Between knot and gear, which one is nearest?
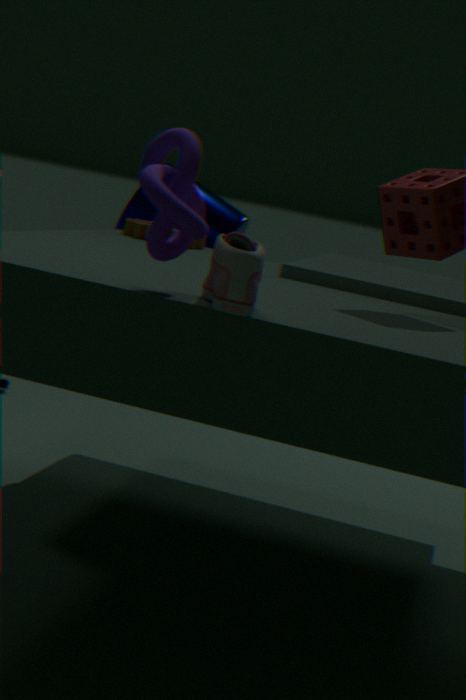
knot
